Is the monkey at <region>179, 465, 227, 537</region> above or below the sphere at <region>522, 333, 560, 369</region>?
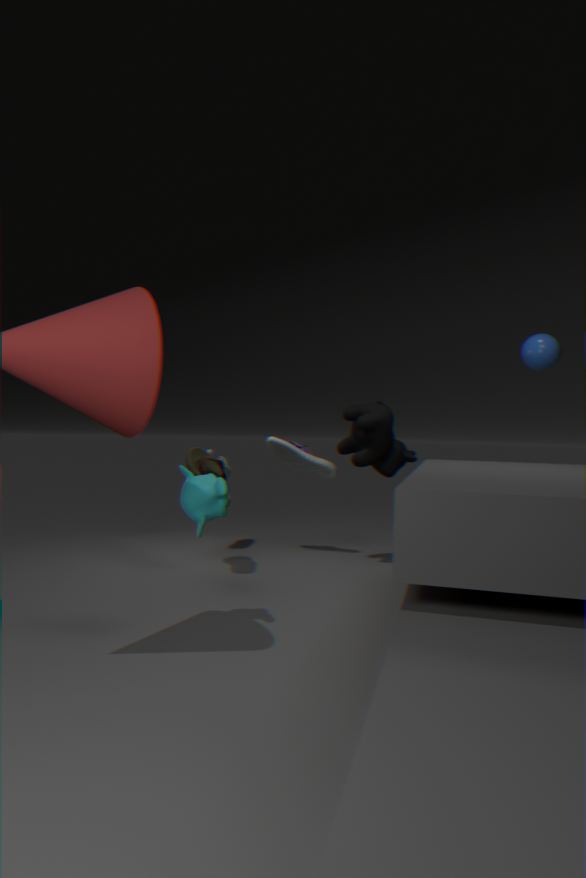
below
